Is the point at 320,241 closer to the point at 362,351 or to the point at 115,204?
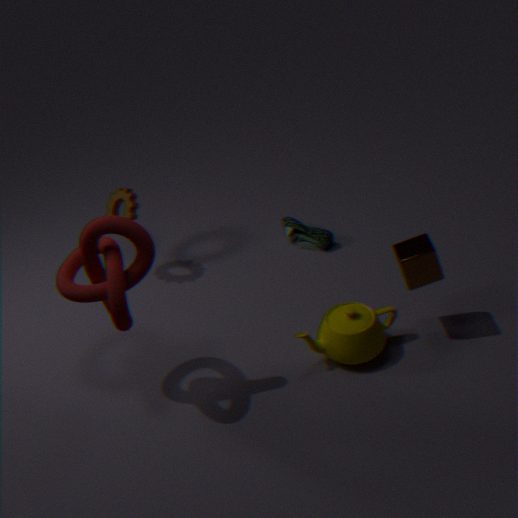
the point at 362,351
